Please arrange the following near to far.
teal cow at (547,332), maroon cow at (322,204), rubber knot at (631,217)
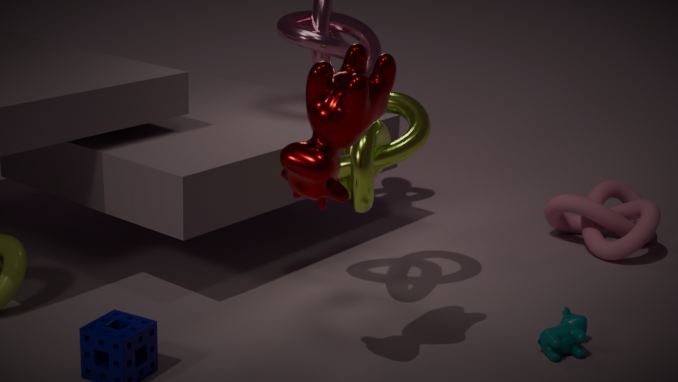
1. maroon cow at (322,204)
2. teal cow at (547,332)
3. rubber knot at (631,217)
